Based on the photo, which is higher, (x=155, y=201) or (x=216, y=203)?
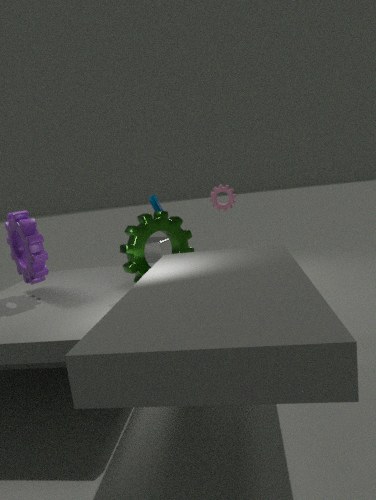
(x=216, y=203)
